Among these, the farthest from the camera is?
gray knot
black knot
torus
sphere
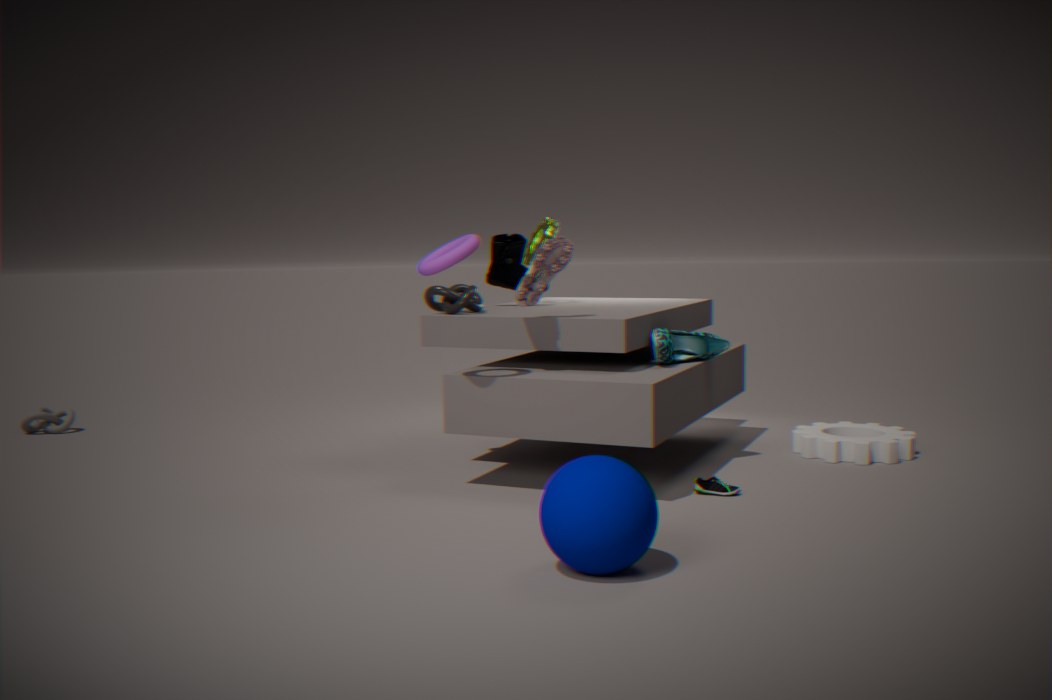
gray knot
